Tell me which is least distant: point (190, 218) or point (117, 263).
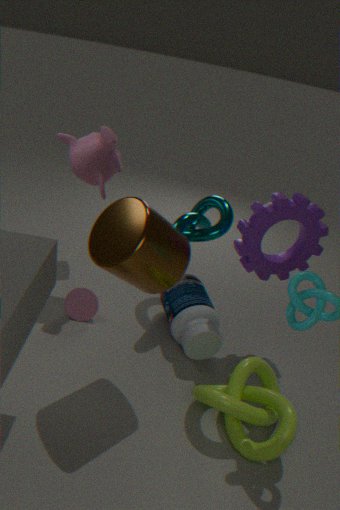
point (117, 263)
